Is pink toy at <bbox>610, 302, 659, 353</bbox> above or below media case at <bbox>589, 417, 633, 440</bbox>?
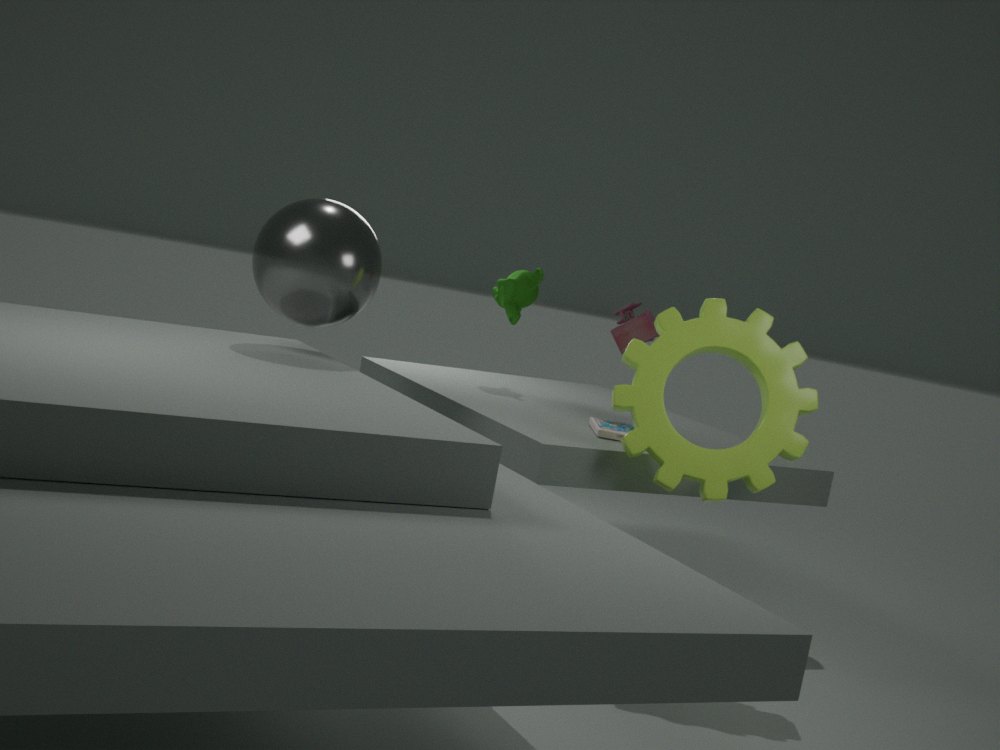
above
